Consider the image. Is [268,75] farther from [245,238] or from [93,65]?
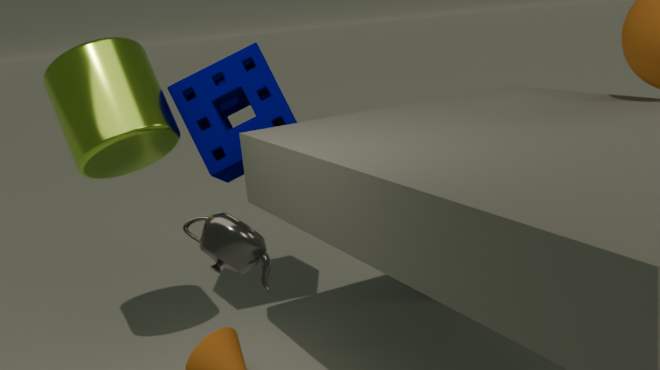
[245,238]
